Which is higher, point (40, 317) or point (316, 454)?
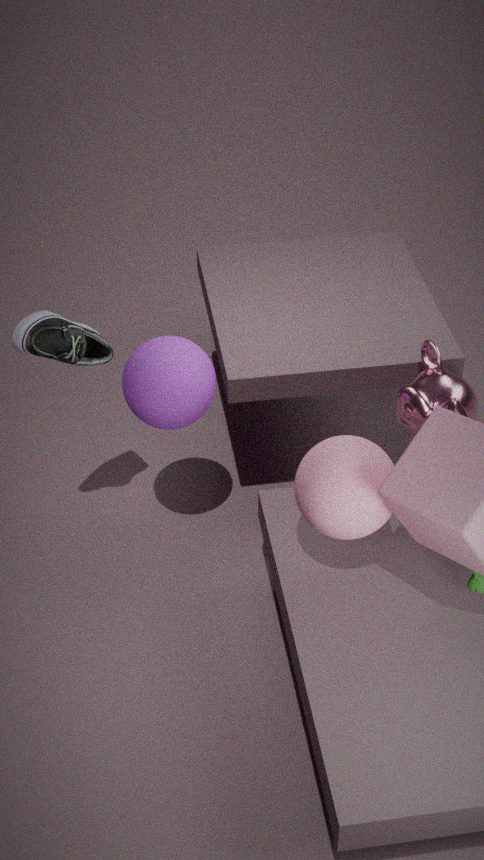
point (40, 317)
